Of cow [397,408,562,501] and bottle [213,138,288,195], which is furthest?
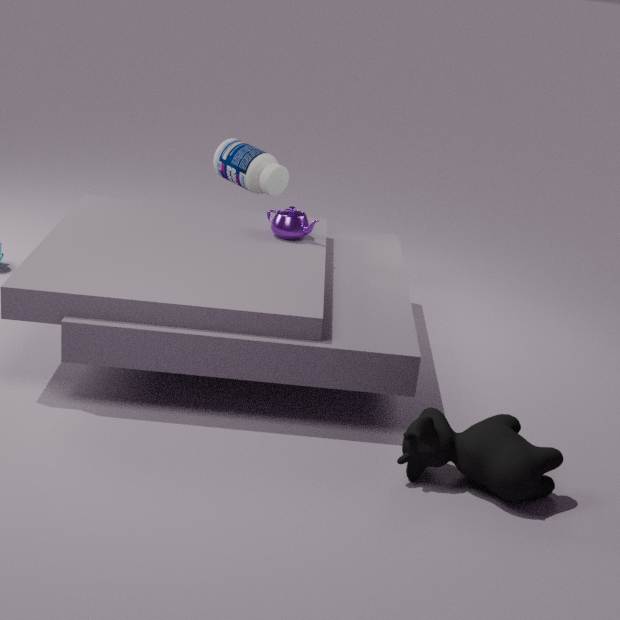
bottle [213,138,288,195]
